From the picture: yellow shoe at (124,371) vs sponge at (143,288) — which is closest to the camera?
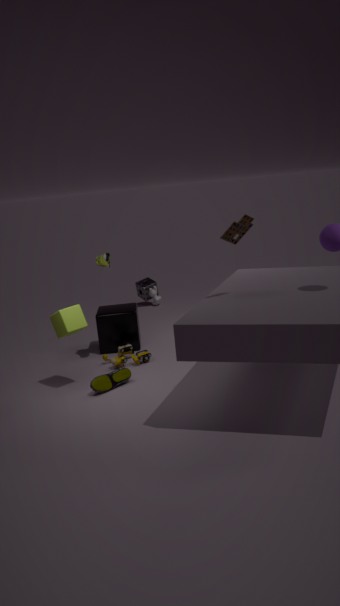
yellow shoe at (124,371)
